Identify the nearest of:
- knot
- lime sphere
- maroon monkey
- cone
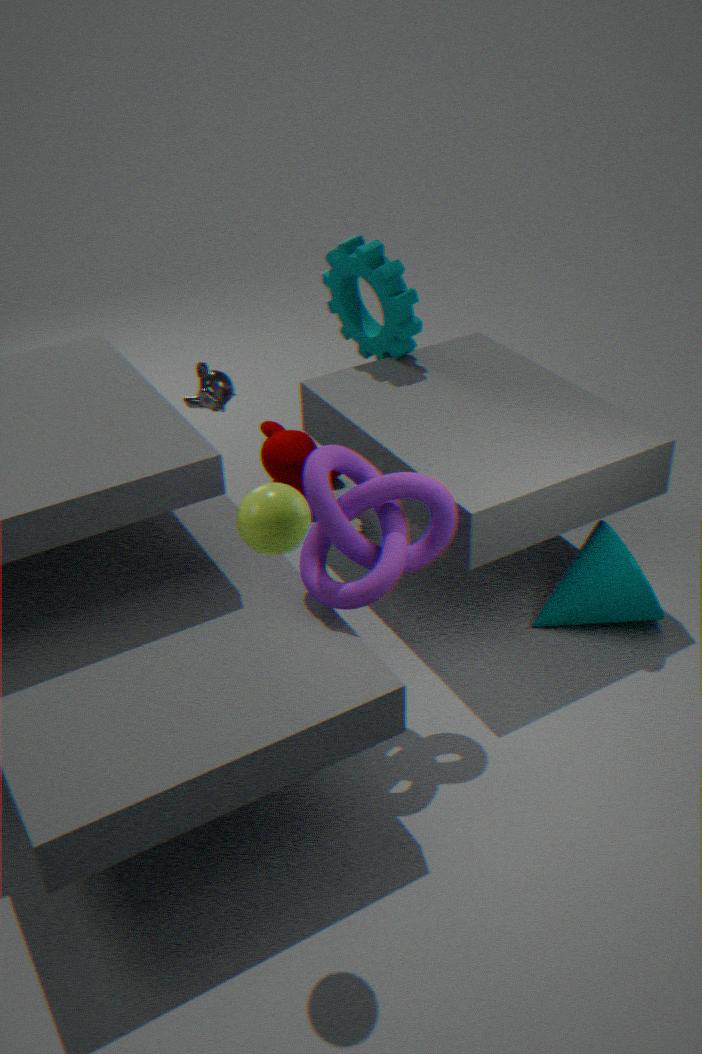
lime sphere
